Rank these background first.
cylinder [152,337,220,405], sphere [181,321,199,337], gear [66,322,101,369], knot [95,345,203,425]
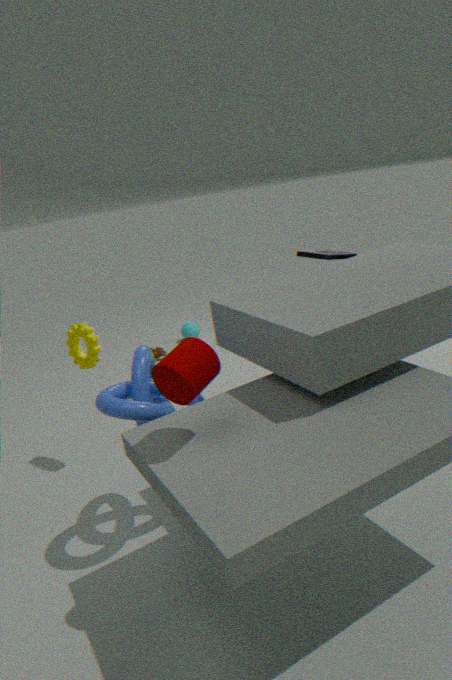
1. sphere [181,321,199,337]
2. gear [66,322,101,369]
3. knot [95,345,203,425]
4. cylinder [152,337,220,405]
